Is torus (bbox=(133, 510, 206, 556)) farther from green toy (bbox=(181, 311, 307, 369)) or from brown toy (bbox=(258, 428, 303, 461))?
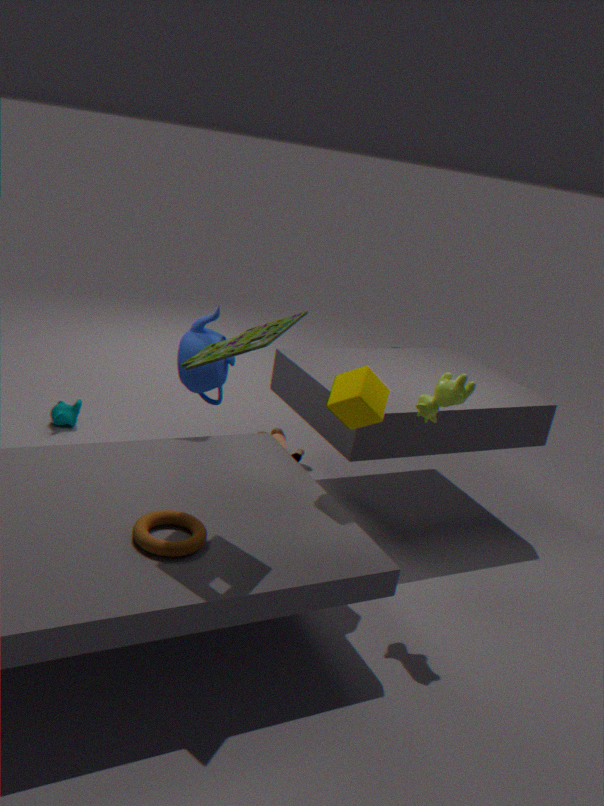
brown toy (bbox=(258, 428, 303, 461))
